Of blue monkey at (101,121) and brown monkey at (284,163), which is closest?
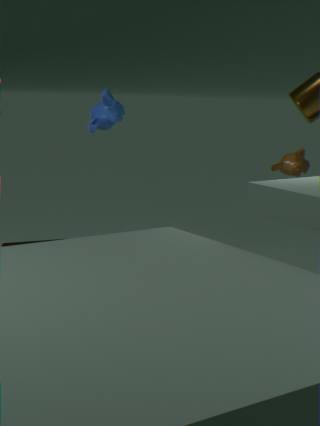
blue monkey at (101,121)
